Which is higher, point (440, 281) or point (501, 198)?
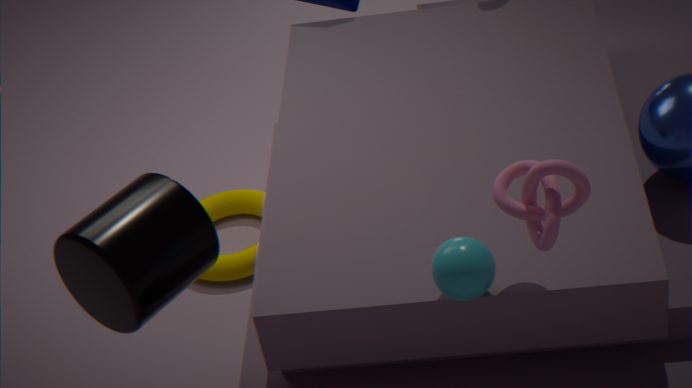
point (501, 198)
